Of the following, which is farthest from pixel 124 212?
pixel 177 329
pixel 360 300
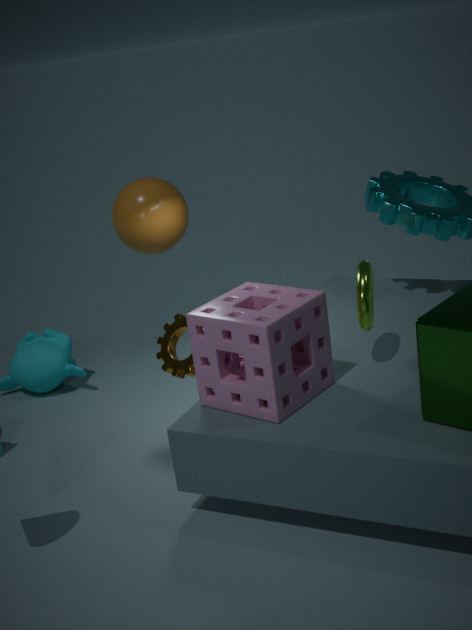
pixel 360 300
